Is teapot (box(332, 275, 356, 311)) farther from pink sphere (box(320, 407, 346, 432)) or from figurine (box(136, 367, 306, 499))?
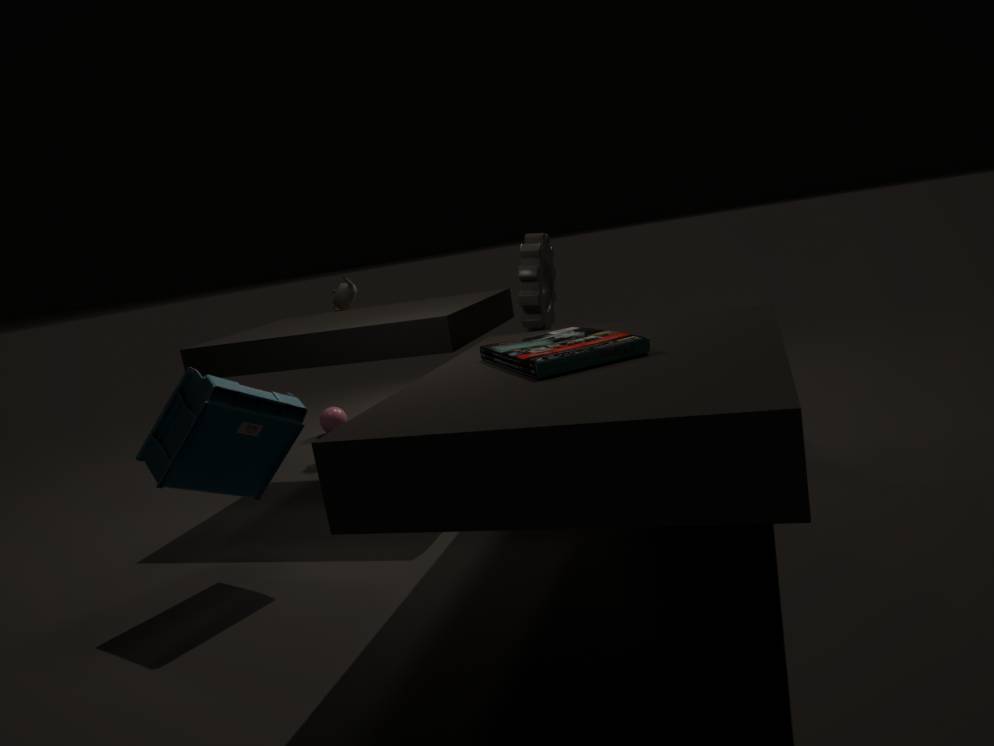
figurine (box(136, 367, 306, 499))
